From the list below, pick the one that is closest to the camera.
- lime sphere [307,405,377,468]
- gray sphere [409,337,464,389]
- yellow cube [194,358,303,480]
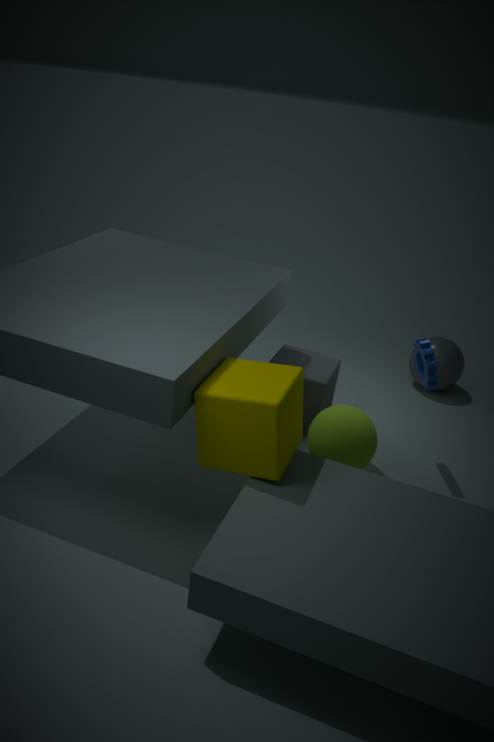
yellow cube [194,358,303,480]
